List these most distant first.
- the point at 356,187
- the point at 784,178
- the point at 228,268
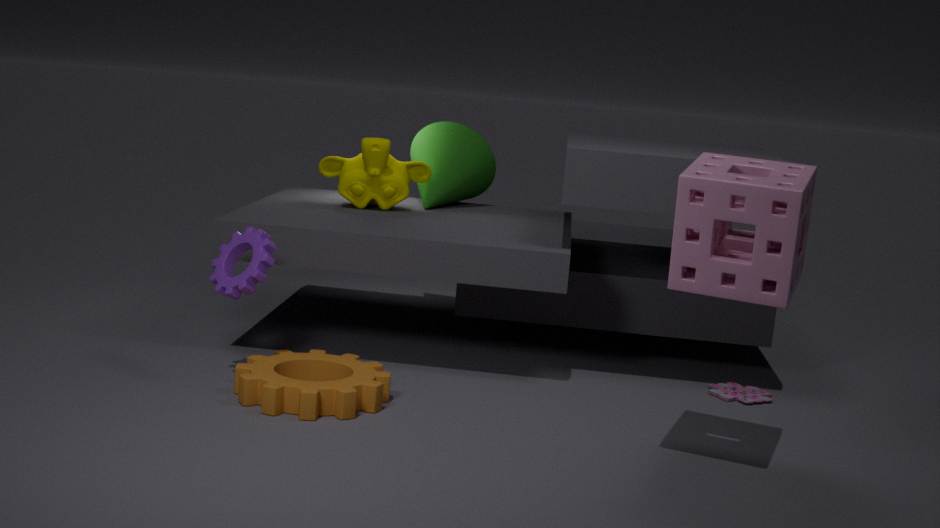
1. the point at 356,187
2. the point at 228,268
3. the point at 784,178
